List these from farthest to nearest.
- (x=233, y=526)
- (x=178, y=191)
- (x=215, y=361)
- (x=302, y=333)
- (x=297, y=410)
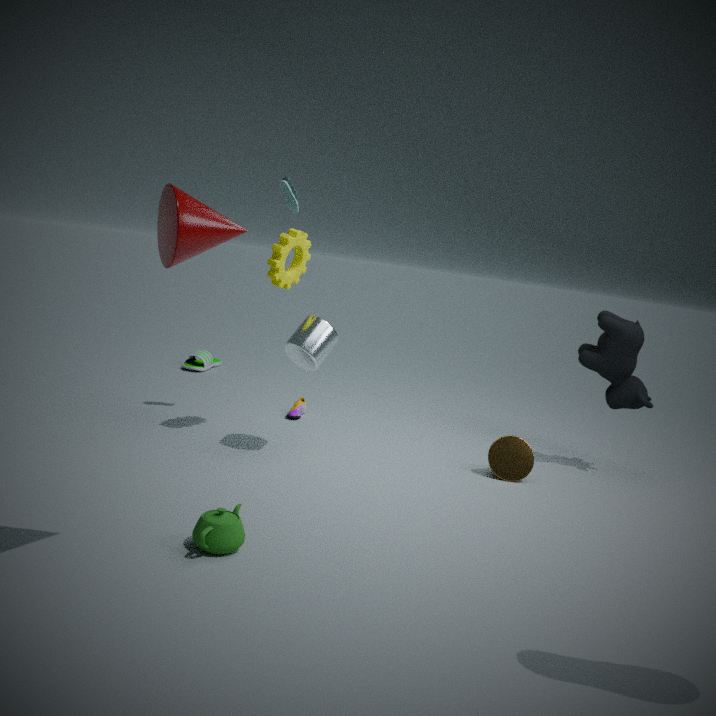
(x=215, y=361) < (x=297, y=410) < (x=302, y=333) < (x=233, y=526) < (x=178, y=191)
